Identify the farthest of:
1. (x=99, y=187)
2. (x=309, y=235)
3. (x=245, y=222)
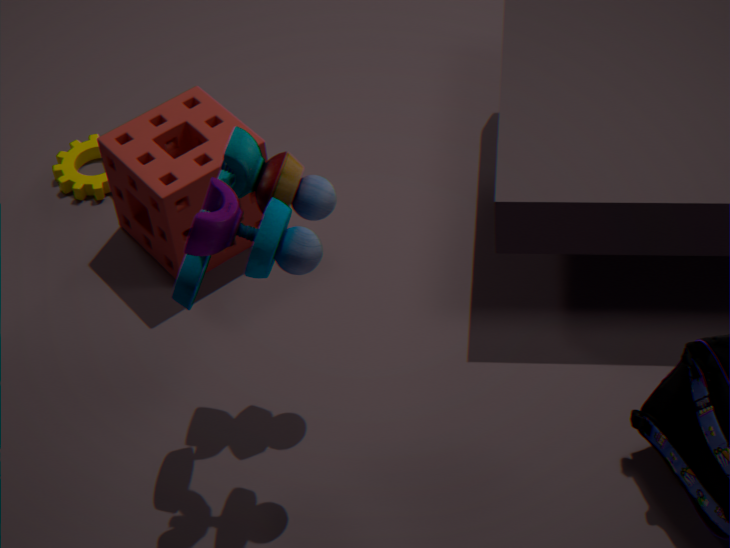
(x=99, y=187)
